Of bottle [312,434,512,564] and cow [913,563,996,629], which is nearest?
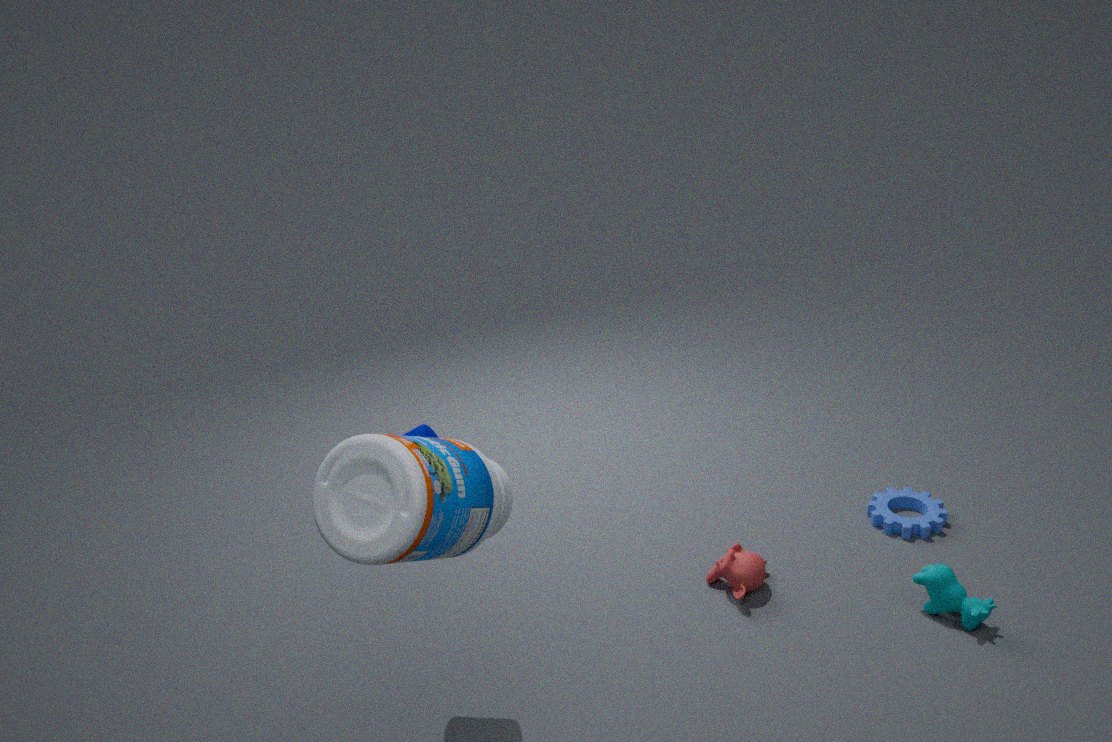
bottle [312,434,512,564]
